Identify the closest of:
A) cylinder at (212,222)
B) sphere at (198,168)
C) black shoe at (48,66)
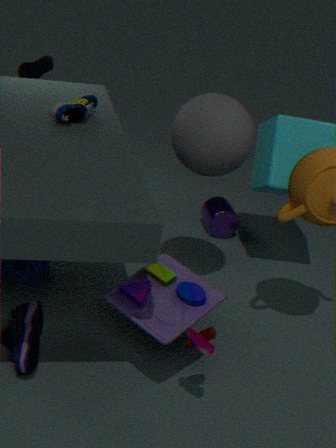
sphere at (198,168)
